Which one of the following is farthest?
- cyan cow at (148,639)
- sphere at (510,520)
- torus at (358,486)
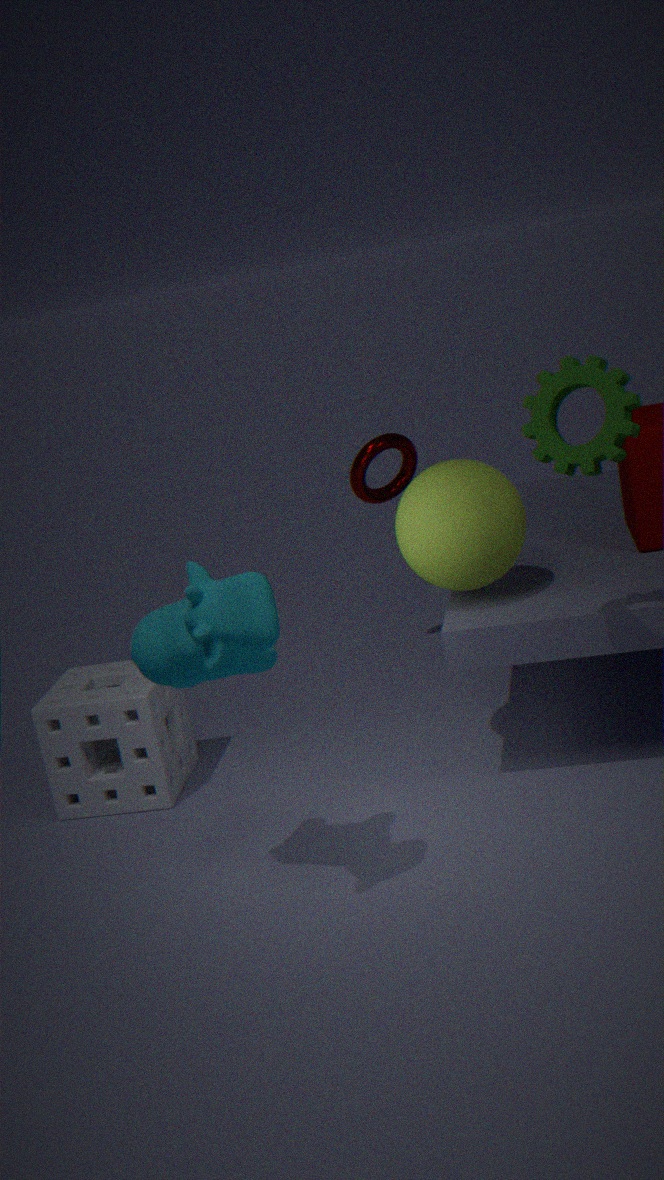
torus at (358,486)
